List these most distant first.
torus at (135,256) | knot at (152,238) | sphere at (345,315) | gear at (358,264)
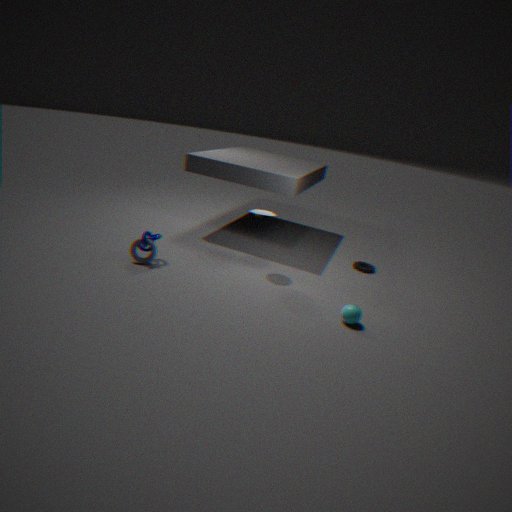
gear at (358,264), torus at (135,256), knot at (152,238), sphere at (345,315)
